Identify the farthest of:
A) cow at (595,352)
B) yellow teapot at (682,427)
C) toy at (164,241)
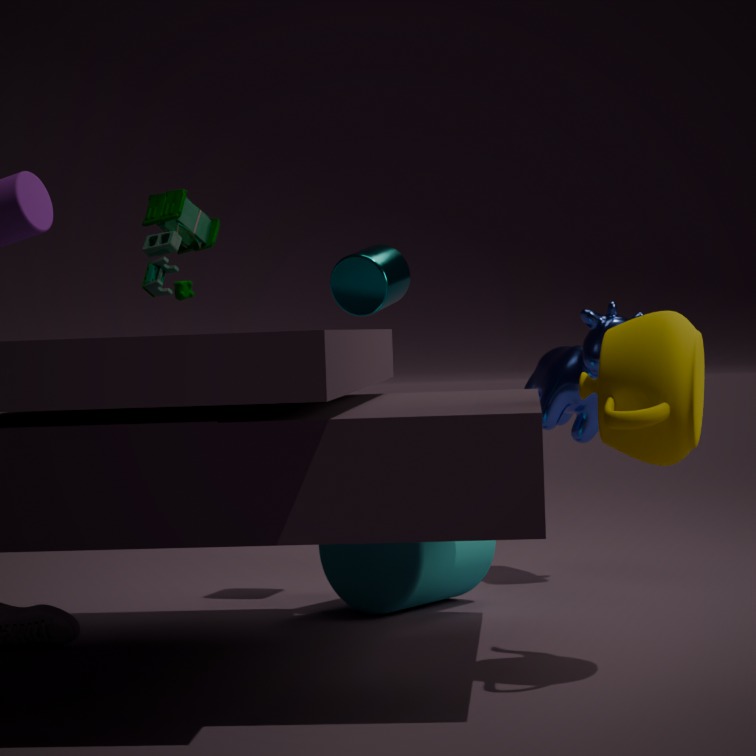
cow at (595,352)
